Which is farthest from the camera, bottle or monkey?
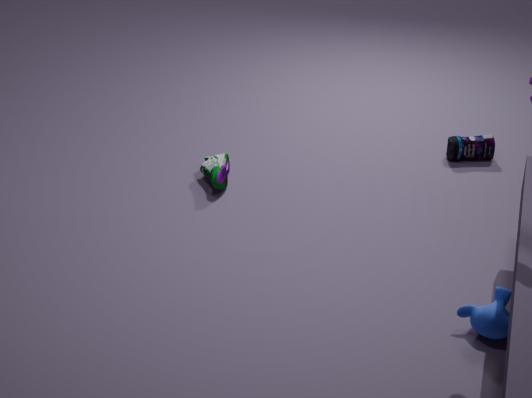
bottle
